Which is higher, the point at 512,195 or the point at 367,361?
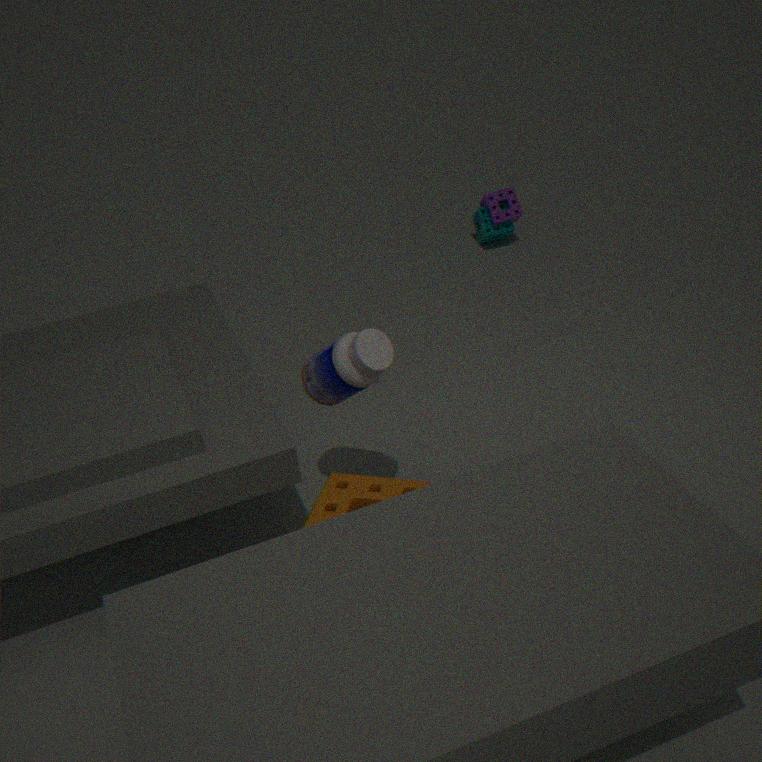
the point at 367,361
